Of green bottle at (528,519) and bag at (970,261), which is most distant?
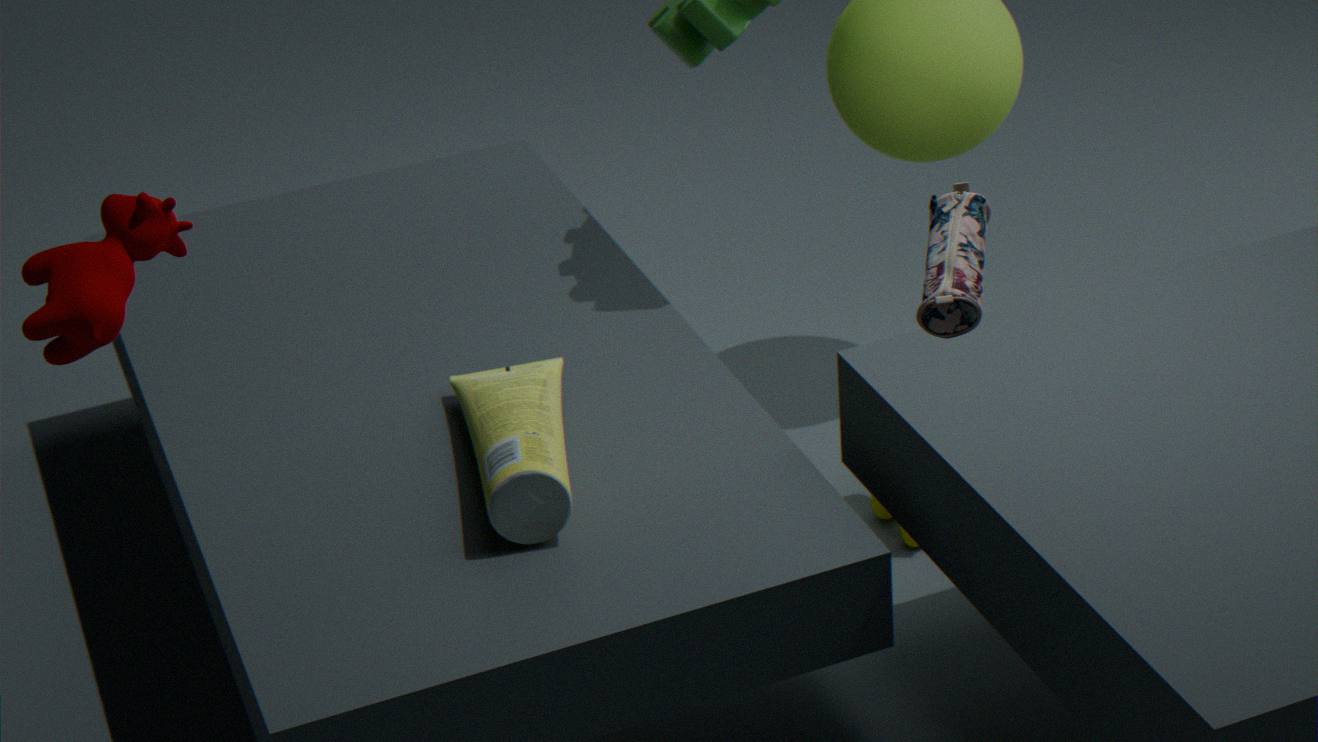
green bottle at (528,519)
